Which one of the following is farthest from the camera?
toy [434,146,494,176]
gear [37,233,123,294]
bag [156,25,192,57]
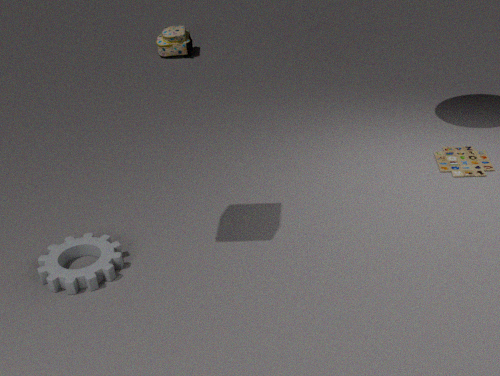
bag [156,25,192,57]
